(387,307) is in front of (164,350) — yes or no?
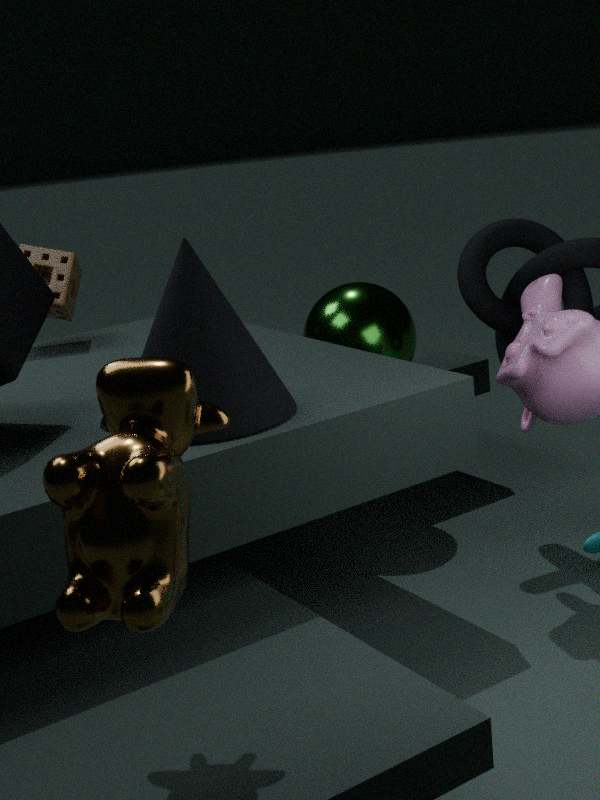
No
